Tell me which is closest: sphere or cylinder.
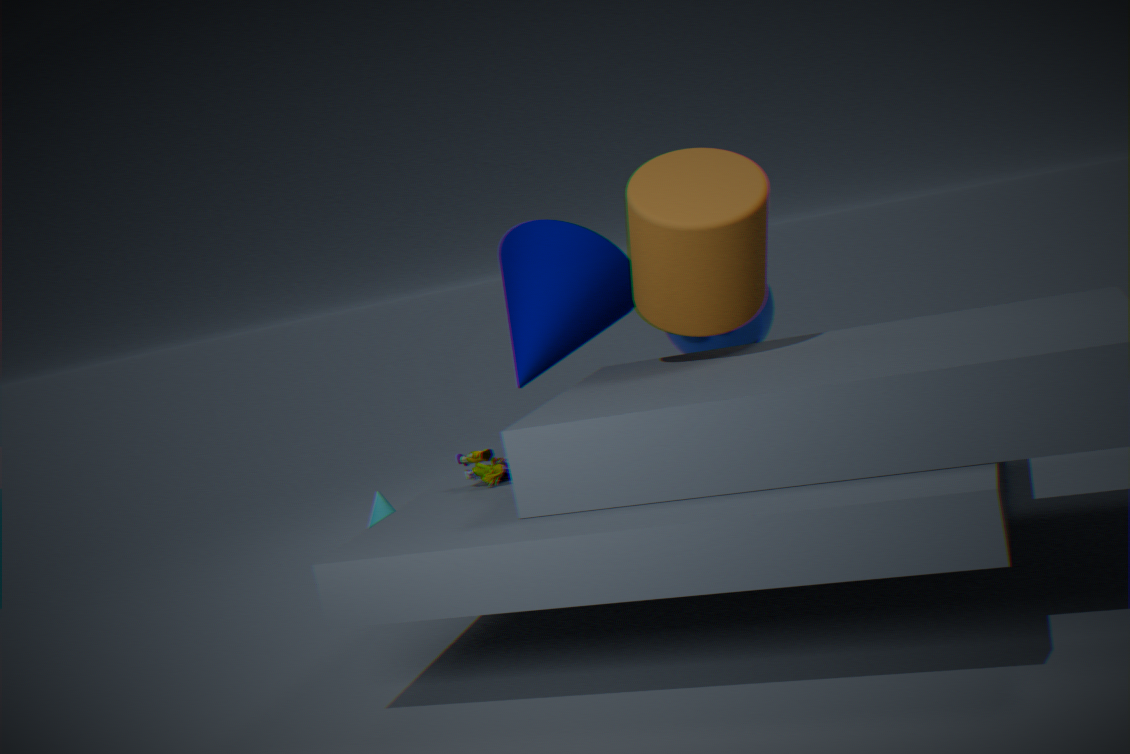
cylinder
